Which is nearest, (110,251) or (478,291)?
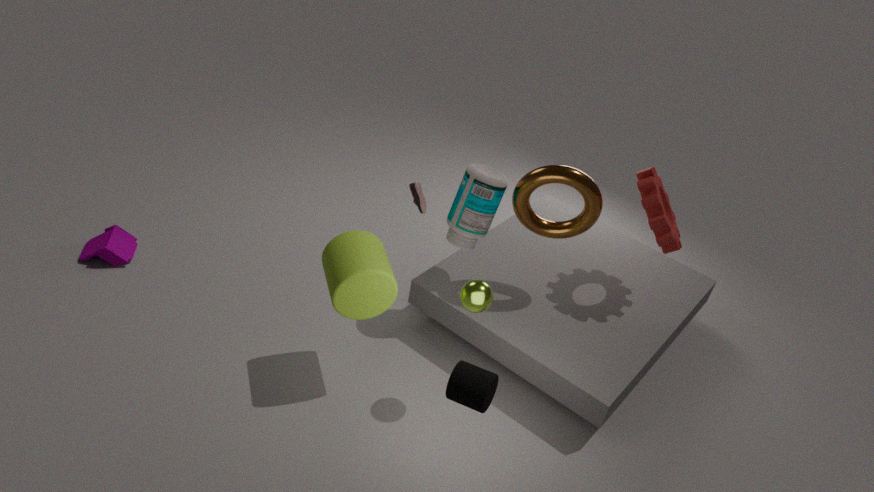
(478,291)
